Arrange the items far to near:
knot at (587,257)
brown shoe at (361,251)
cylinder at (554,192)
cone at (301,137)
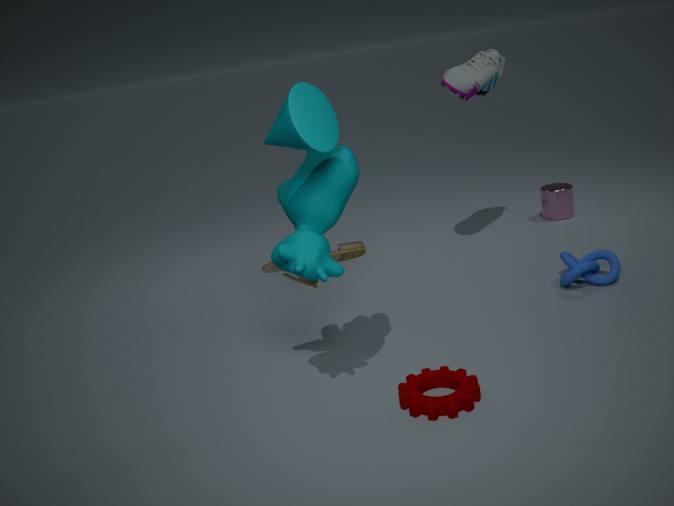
cylinder at (554,192)
knot at (587,257)
brown shoe at (361,251)
cone at (301,137)
